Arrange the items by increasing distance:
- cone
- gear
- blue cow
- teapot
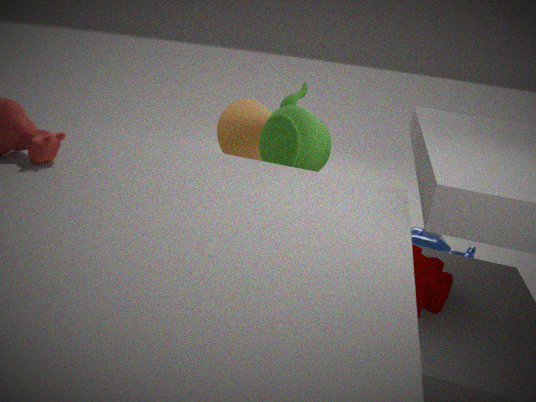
1. gear
2. teapot
3. blue cow
4. cone
